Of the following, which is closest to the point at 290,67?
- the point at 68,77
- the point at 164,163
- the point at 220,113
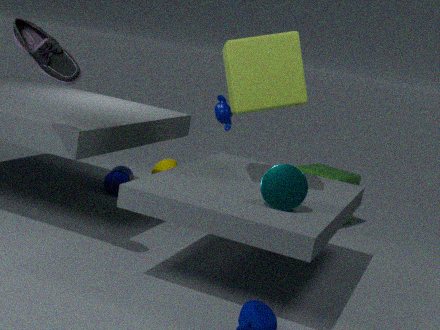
the point at 68,77
